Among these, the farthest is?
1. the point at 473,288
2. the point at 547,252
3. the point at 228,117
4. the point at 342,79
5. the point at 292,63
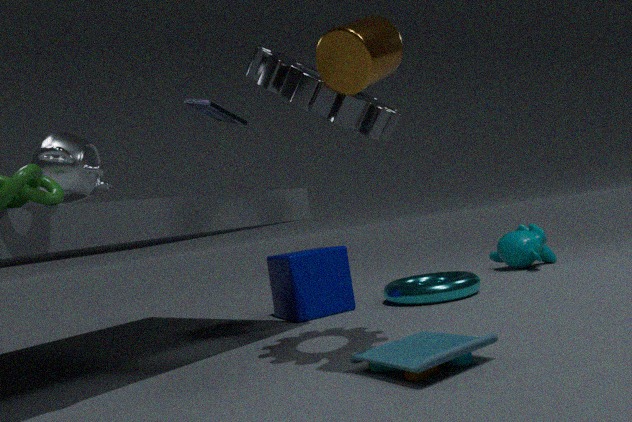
the point at 547,252
